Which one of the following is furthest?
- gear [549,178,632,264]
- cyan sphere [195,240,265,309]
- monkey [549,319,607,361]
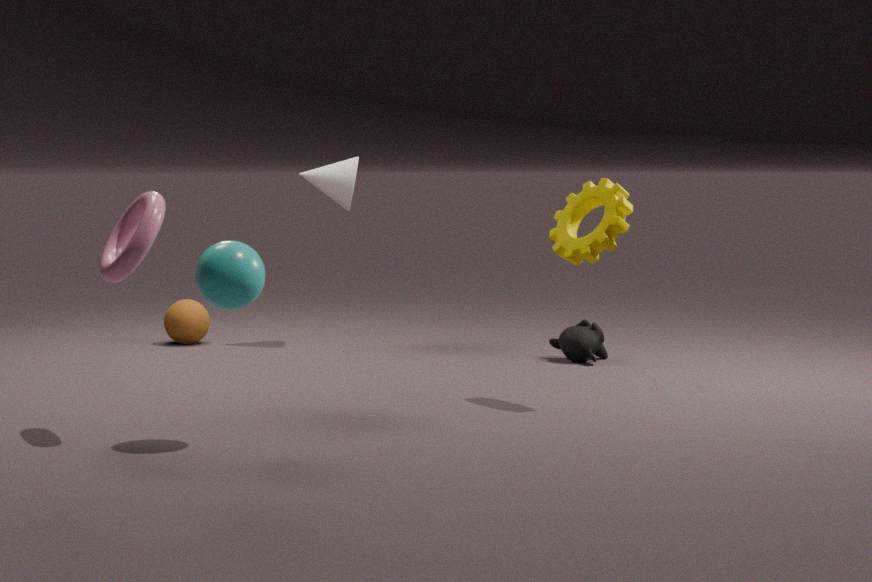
monkey [549,319,607,361]
